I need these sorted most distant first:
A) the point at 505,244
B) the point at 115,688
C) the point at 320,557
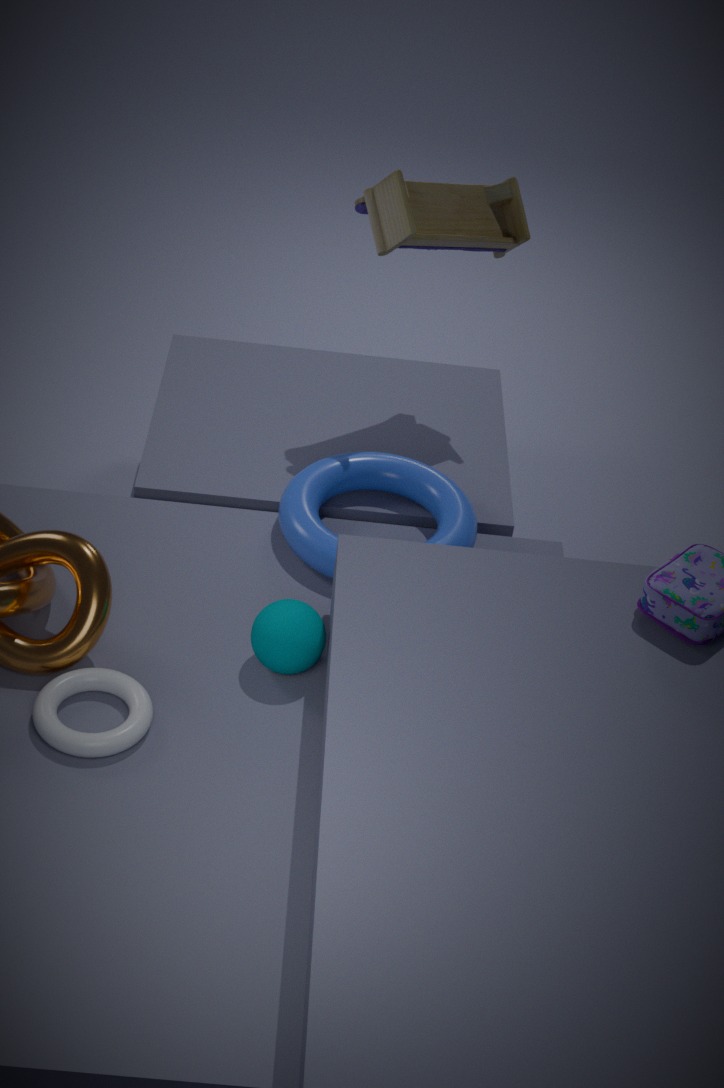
the point at 505,244 < the point at 320,557 < the point at 115,688
